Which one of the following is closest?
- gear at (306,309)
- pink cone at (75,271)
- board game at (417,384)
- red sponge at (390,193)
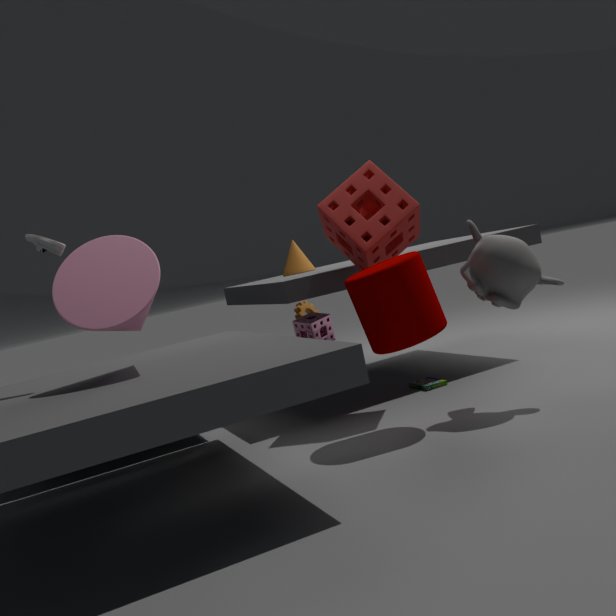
pink cone at (75,271)
